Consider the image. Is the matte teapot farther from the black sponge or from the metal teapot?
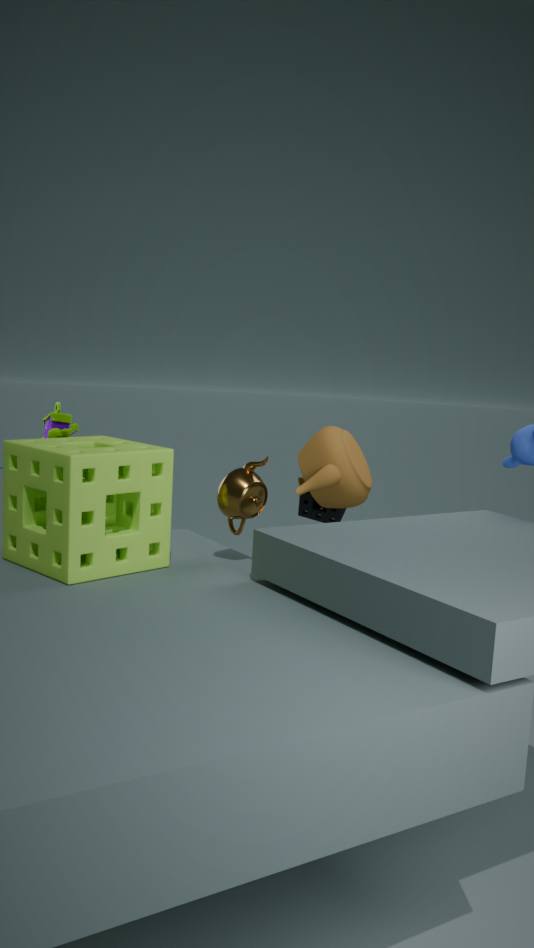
the metal teapot
